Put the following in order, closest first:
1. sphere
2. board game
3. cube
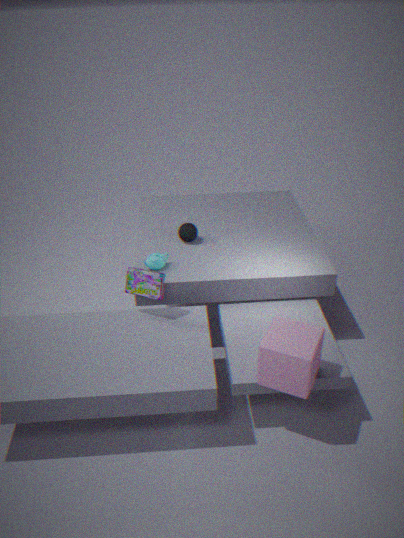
1. cube
2. board game
3. sphere
